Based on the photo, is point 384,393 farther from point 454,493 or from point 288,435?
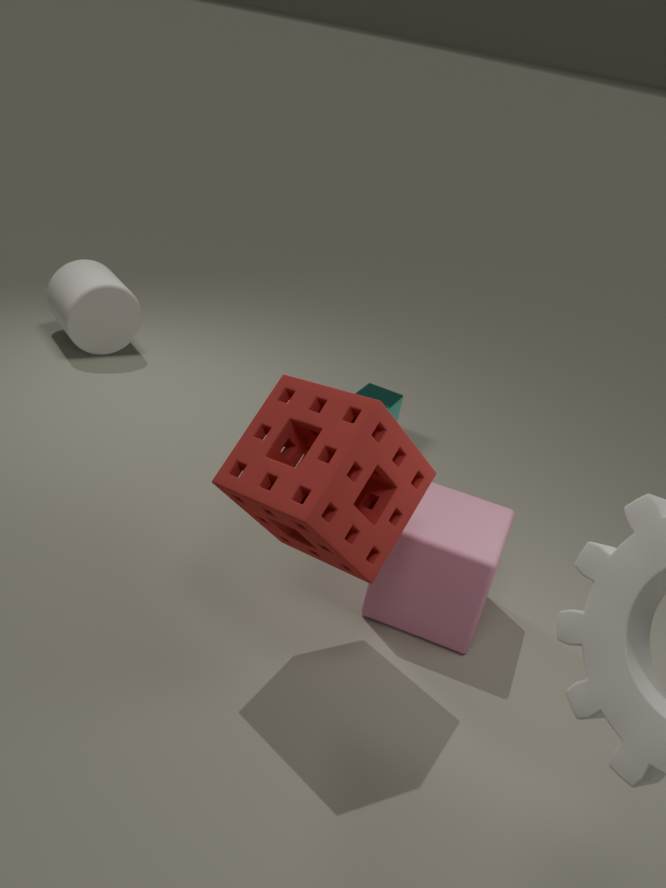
point 288,435
